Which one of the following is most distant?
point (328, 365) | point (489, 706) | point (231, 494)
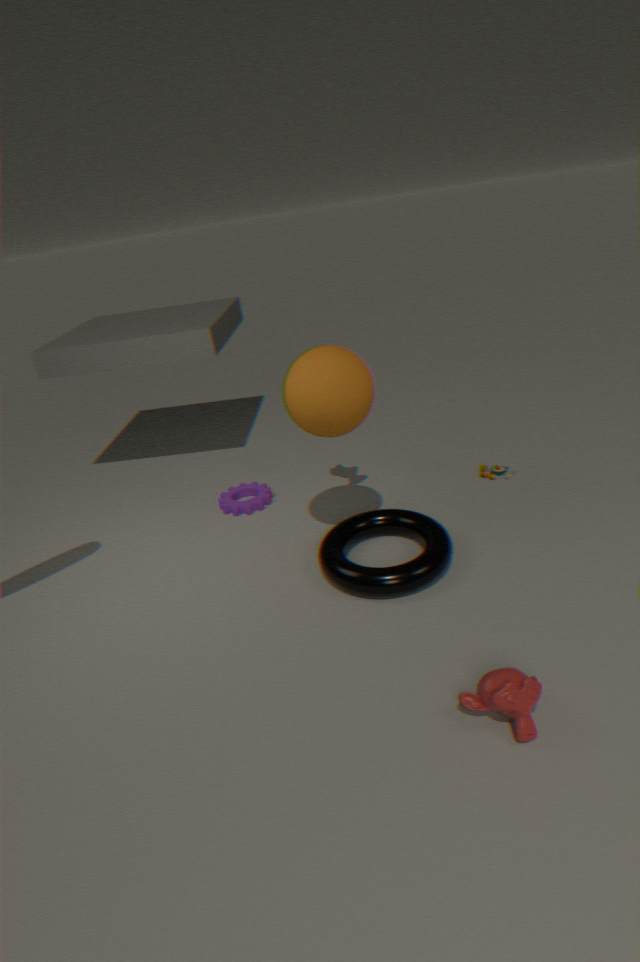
point (231, 494)
